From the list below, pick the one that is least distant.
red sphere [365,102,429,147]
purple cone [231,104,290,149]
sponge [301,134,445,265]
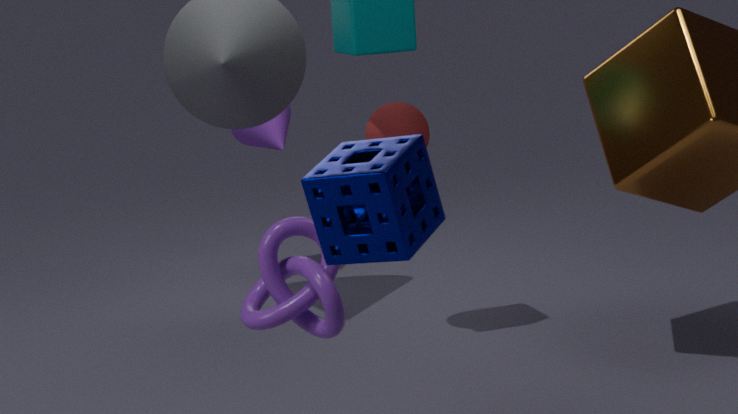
sponge [301,134,445,265]
